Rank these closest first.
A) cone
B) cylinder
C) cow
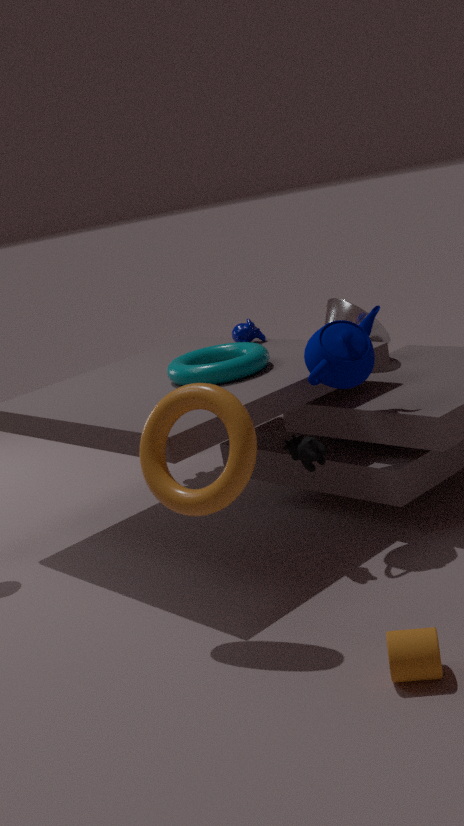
cylinder < cow < cone
